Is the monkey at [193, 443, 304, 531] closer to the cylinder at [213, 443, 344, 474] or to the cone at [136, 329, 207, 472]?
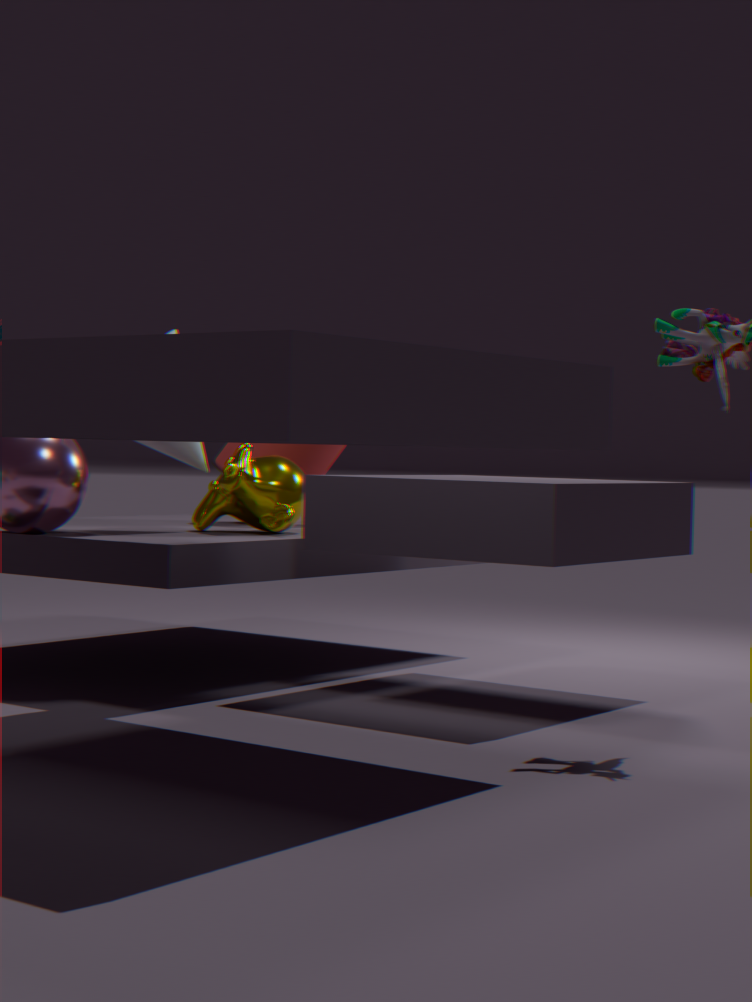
the cone at [136, 329, 207, 472]
